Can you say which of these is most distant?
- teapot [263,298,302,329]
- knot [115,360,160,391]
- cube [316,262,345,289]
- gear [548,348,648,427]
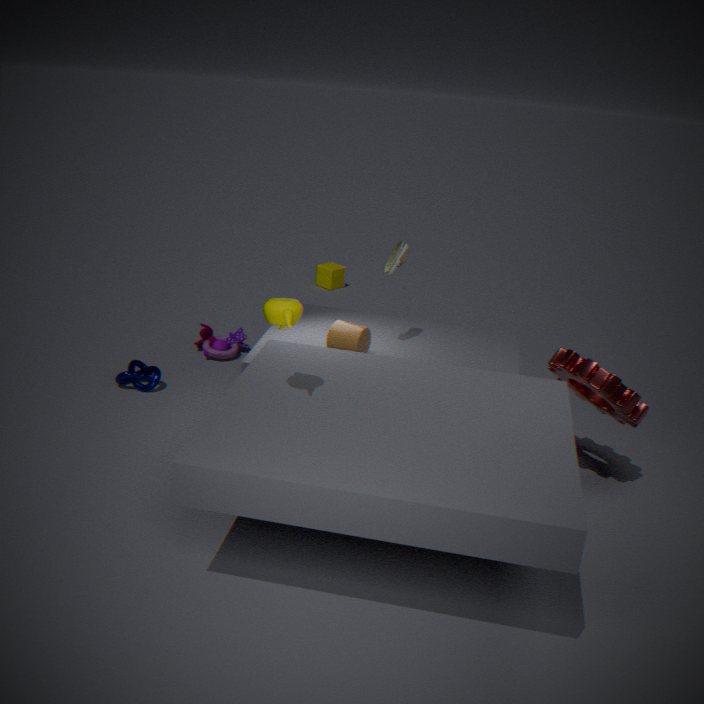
cube [316,262,345,289]
